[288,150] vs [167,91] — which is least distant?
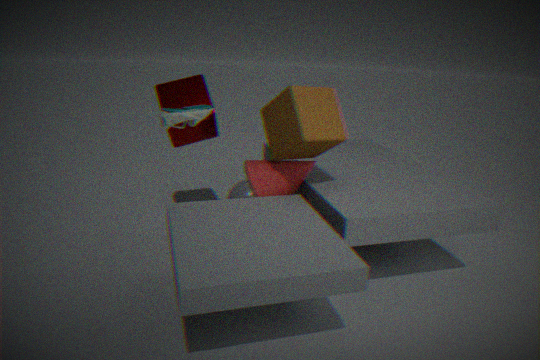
[288,150]
